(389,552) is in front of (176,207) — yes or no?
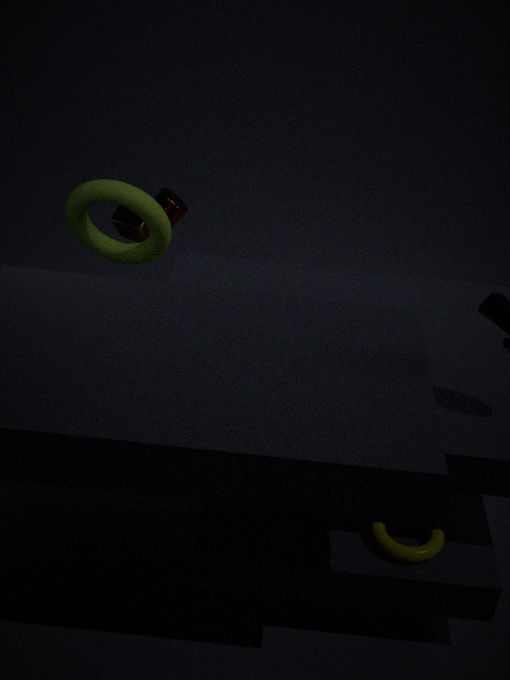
Yes
